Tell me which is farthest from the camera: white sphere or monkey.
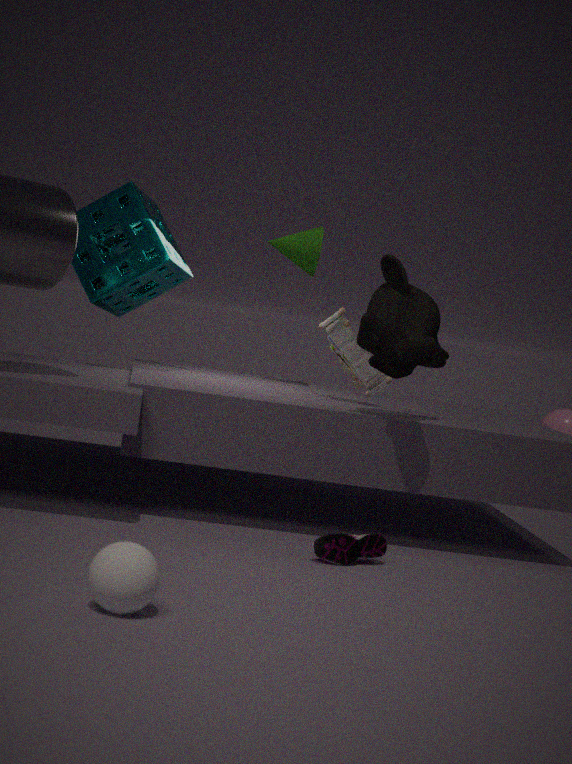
monkey
